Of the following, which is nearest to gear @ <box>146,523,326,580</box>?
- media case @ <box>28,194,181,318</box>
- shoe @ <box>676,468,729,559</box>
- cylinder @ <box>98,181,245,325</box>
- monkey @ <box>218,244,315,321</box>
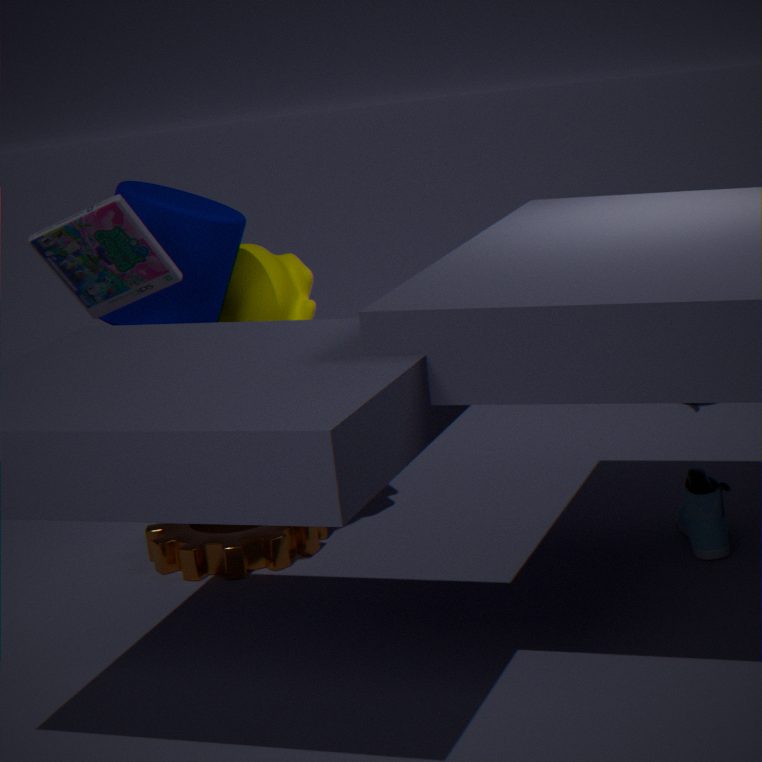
monkey @ <box>218,244,315,321</box>
